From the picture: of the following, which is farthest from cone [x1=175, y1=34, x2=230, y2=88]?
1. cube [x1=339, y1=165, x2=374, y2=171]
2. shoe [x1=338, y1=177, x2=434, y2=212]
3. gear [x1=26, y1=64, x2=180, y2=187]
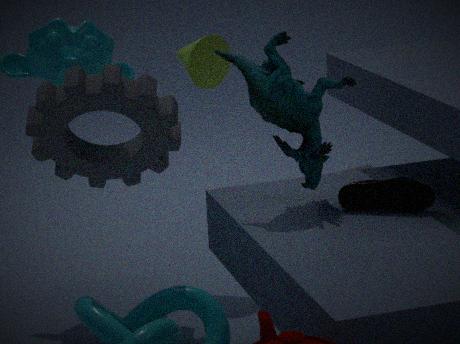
cube [x1=339, y1=165, x2=374, y2=171]
